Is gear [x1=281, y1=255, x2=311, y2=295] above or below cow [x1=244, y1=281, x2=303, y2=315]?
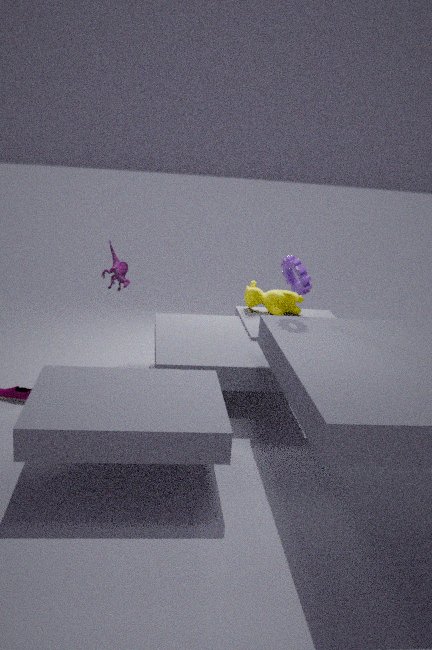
above
